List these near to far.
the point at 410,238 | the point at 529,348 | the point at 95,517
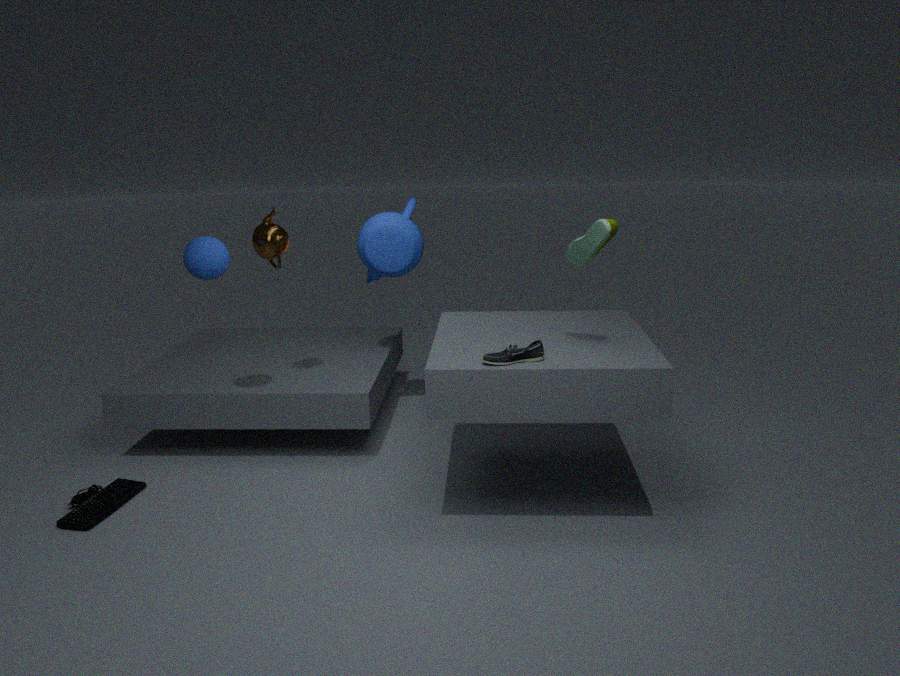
the point at 529,348 < the point at 95,517 < the point at 410,238
